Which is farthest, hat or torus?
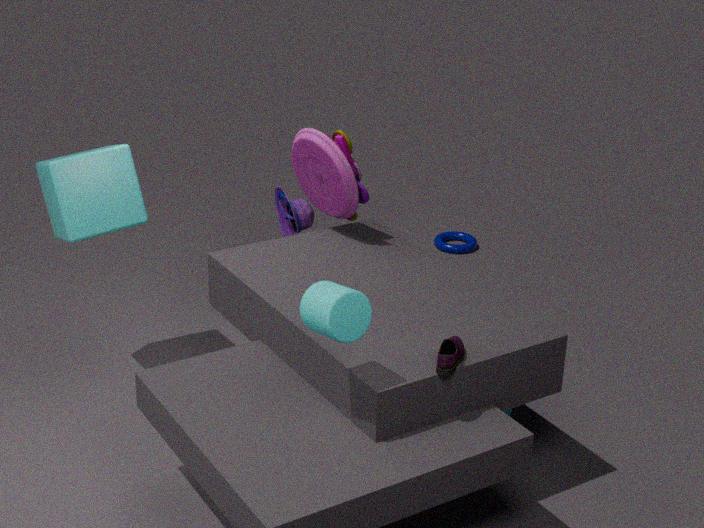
torus
